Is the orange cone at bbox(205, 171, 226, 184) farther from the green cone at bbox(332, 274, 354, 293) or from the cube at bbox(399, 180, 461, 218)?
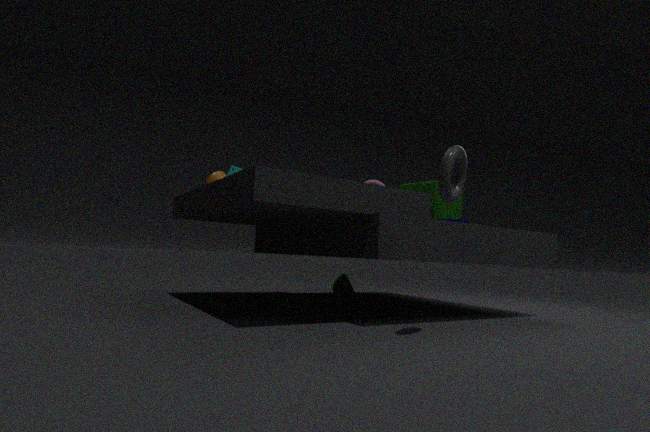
the green cone at bbox(332, 274, 354, 293)
